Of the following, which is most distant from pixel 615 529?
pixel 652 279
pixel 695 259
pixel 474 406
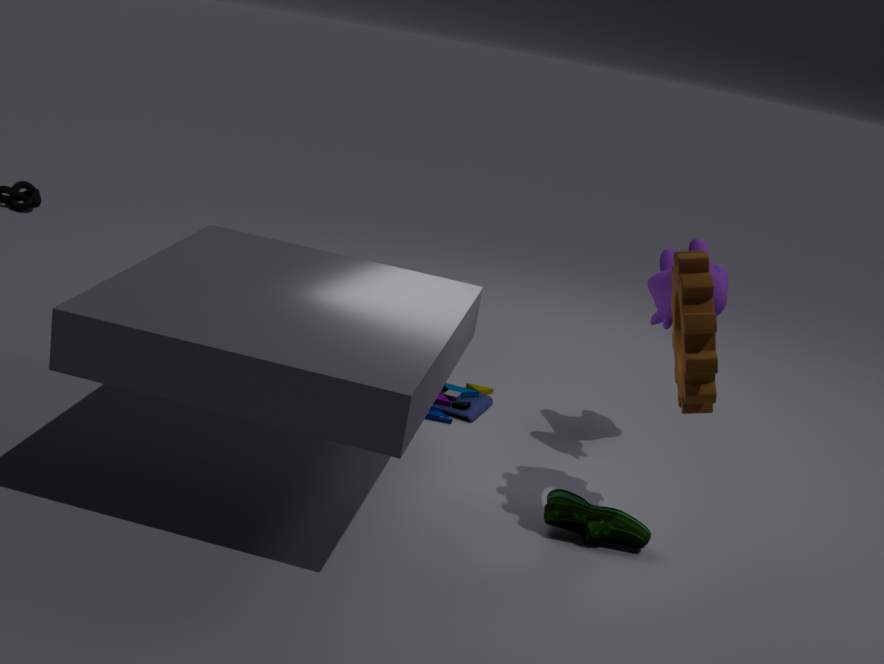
pixel 474 406
